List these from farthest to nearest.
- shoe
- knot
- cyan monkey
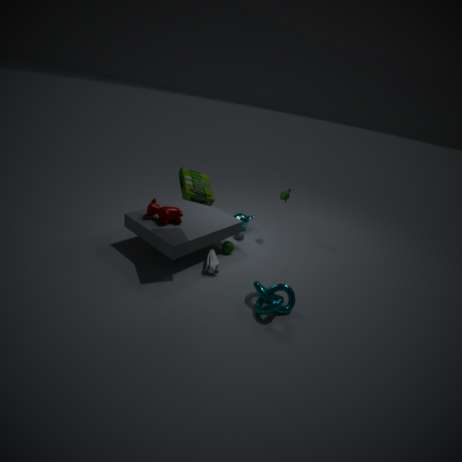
cyan monkey
shoe
knot
